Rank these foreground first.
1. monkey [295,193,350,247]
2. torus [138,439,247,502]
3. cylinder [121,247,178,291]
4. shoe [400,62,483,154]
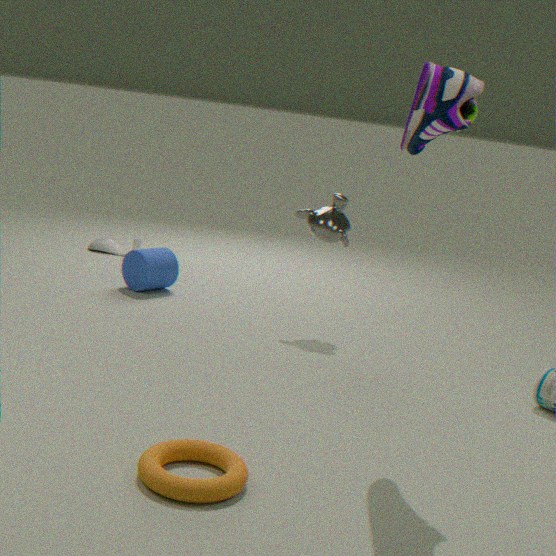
torus [138,439,247,502] → shoe [400,62,483,154] → monkey [295,193,350,247] → cylinder [121,247,178,291]
